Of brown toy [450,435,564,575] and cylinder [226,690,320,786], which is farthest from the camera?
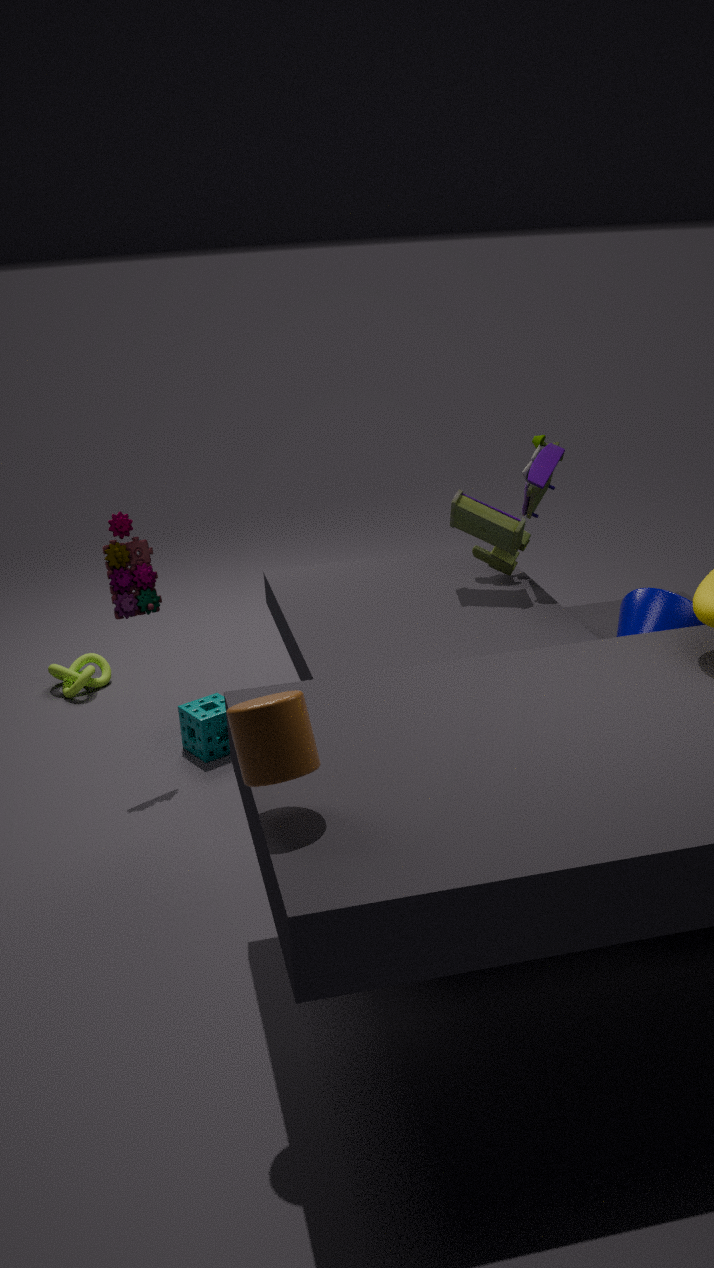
brown toy [450,435,564,575]
